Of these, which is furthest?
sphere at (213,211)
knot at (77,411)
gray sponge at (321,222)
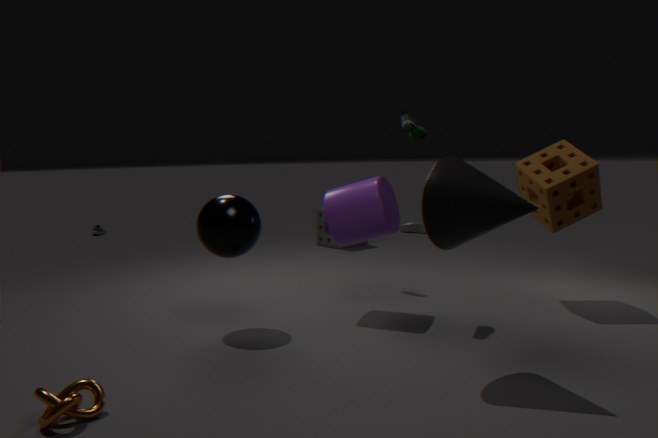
gray sponge at (321,222)
